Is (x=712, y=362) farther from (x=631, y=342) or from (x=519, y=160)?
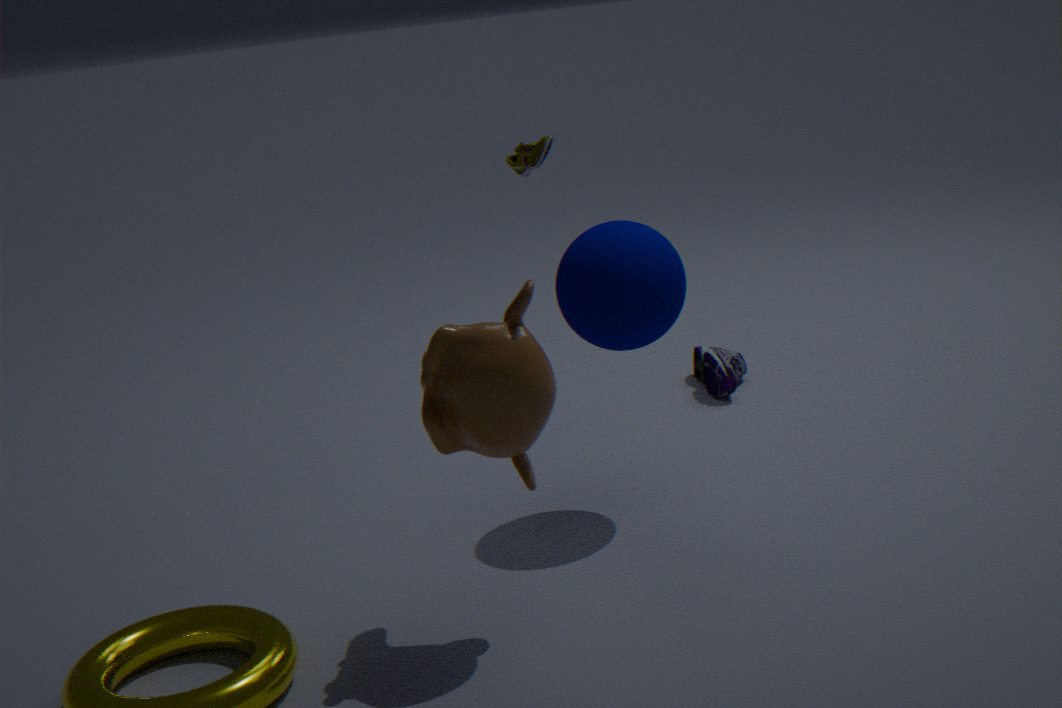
(x=631, y=342)
